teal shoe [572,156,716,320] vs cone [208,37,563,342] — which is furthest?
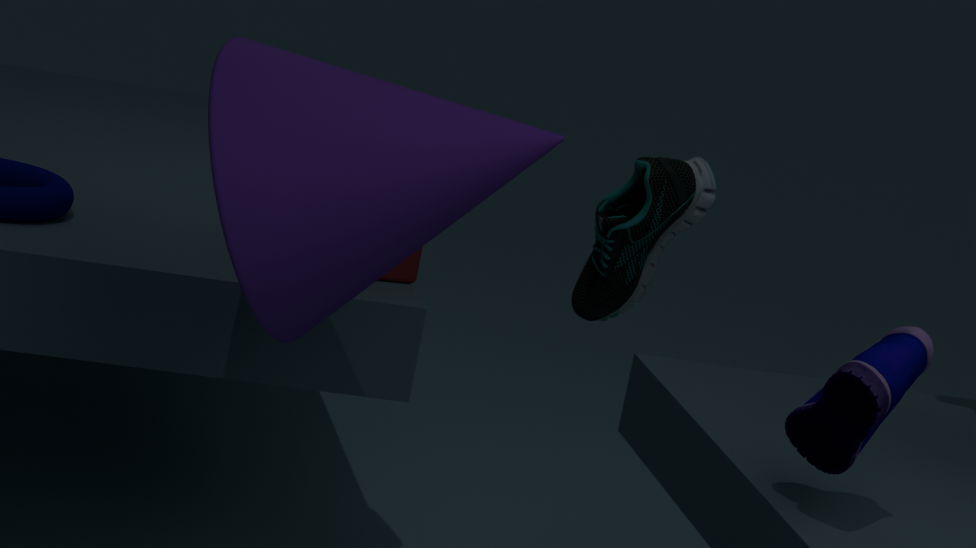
teal shoe [572,156,716,320]
